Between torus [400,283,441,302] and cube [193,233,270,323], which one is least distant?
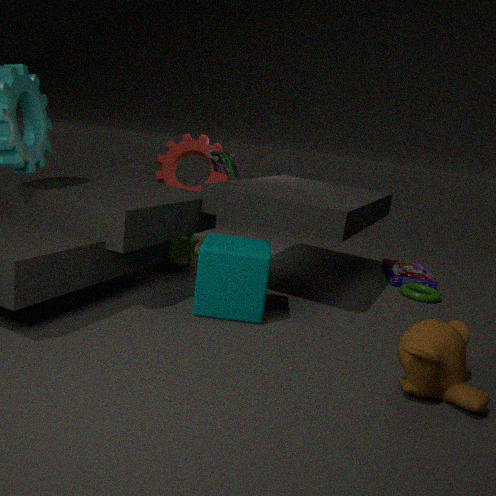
cube [193,233,270,323]
